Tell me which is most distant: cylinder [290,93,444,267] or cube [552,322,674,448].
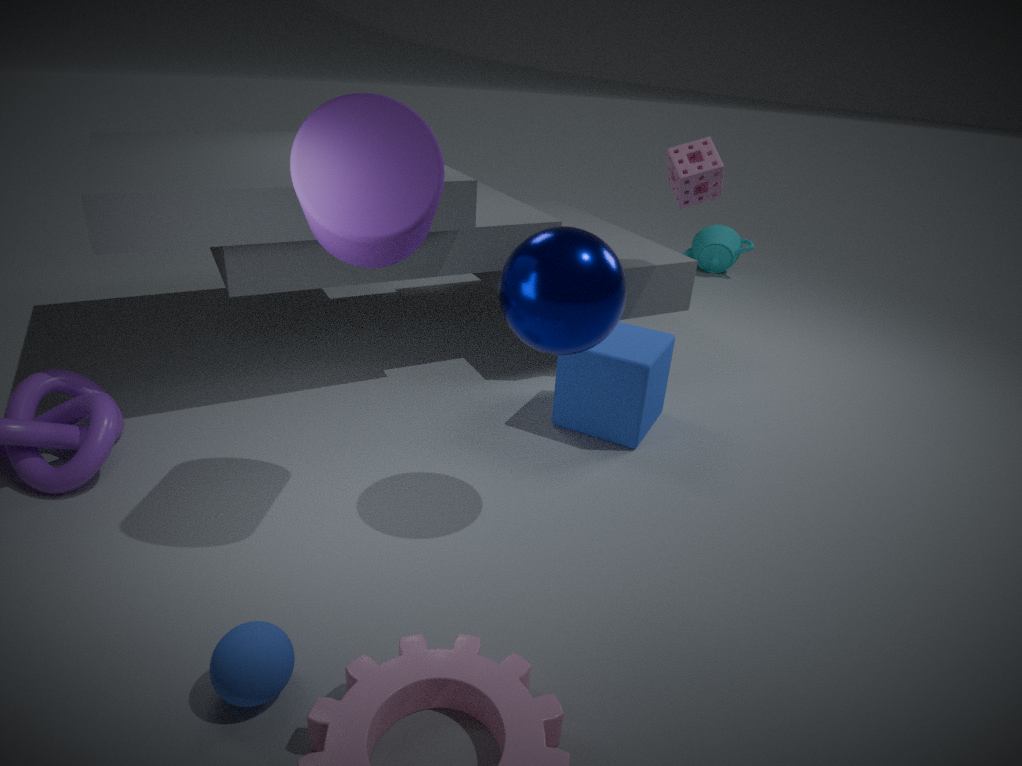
cube [552,322,674,448]
